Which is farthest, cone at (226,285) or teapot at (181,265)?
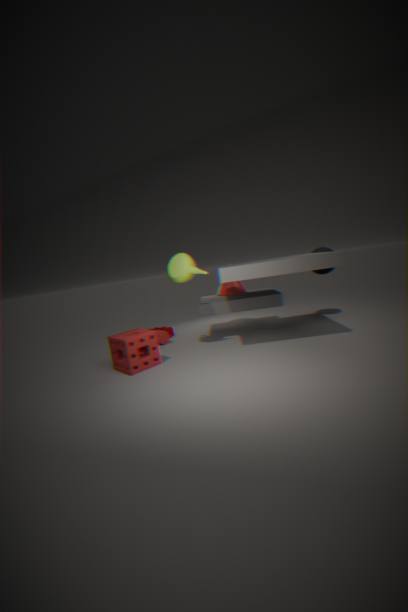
cone at (226,285)
